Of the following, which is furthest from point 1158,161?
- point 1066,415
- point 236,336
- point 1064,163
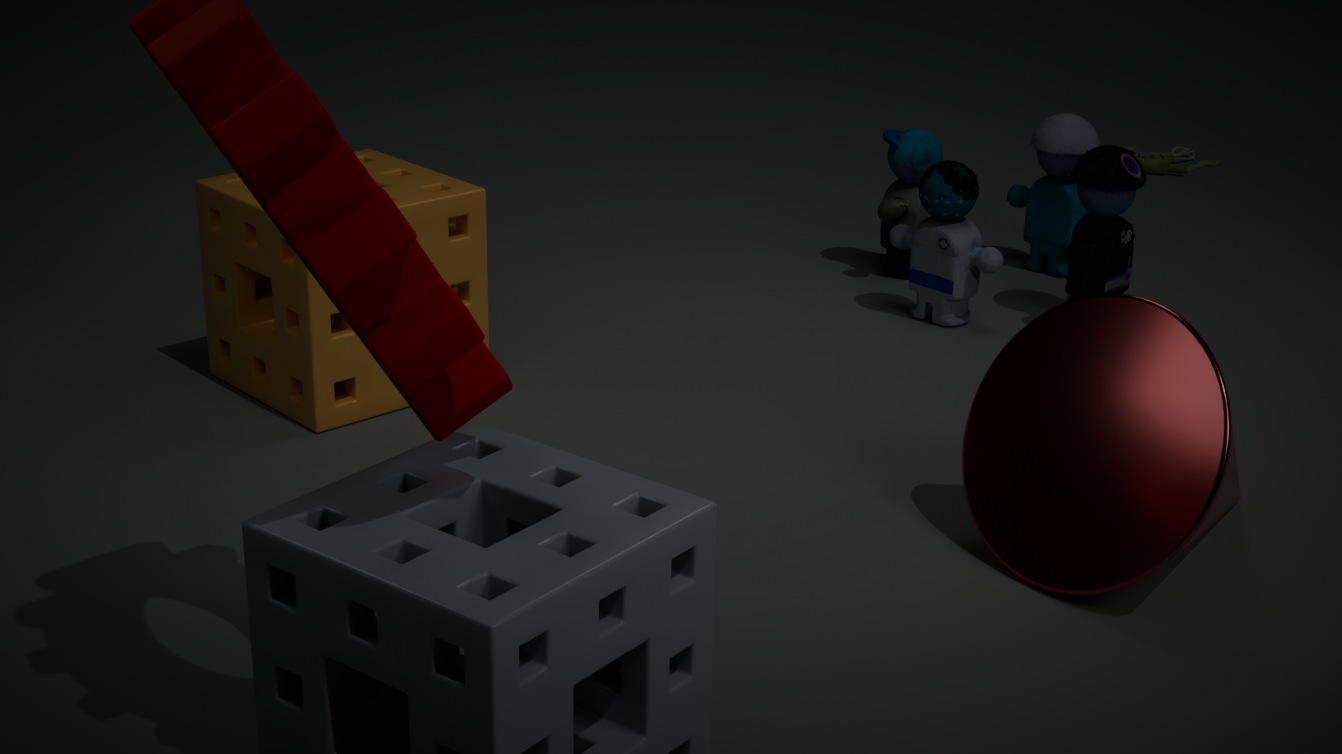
point 236,336
